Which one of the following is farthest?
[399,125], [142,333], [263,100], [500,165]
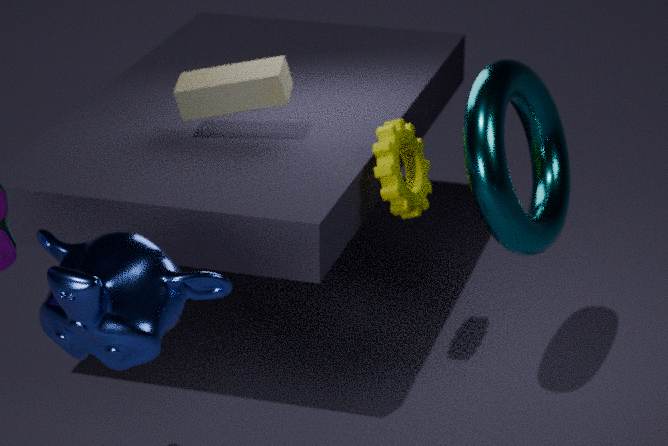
[263,100]
